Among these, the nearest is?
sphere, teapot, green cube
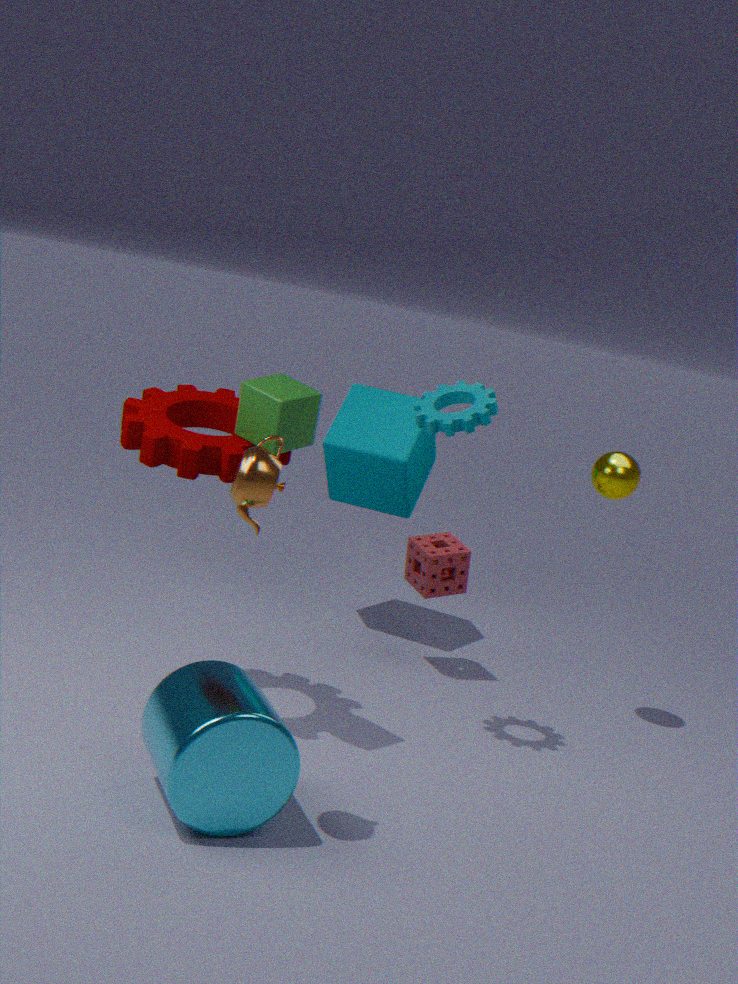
teapot
